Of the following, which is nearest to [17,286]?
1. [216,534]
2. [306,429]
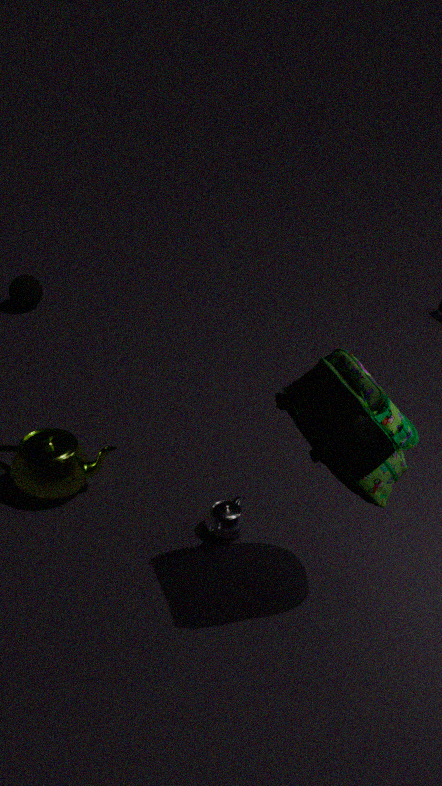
[216,534]
